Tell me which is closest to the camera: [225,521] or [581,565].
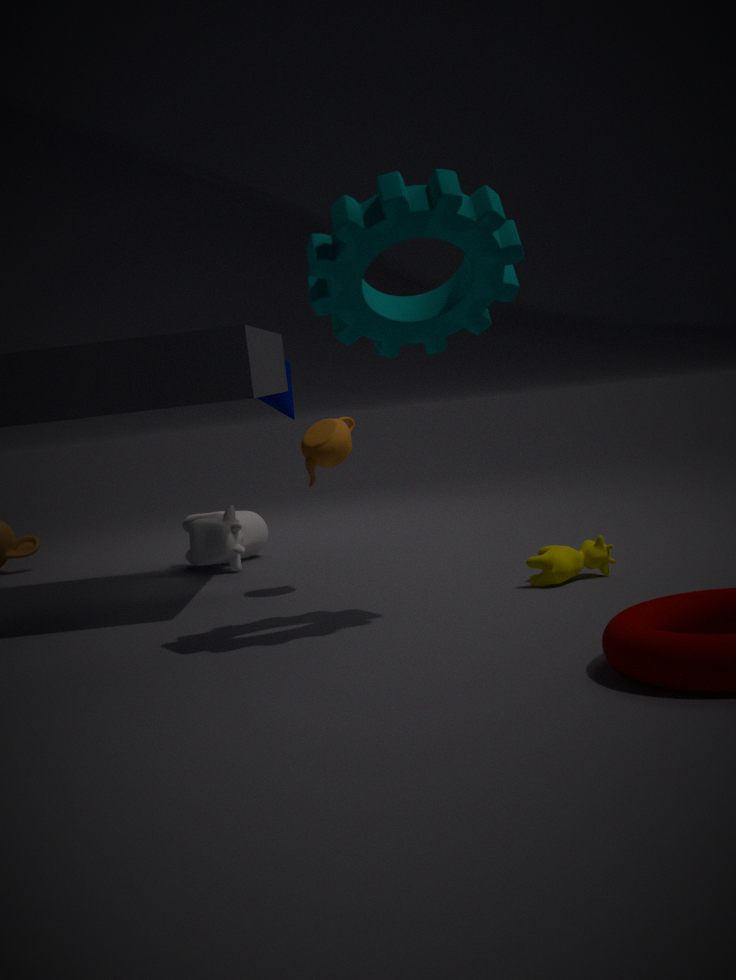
[581,565]
